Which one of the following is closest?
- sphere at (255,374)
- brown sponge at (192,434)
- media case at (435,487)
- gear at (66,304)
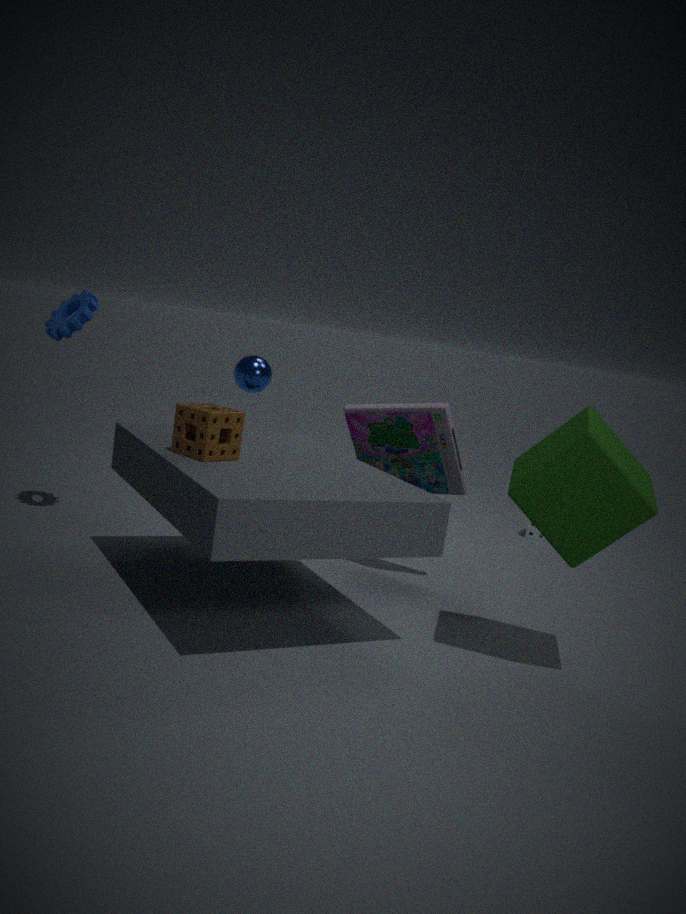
brown sponge at (192,434)
